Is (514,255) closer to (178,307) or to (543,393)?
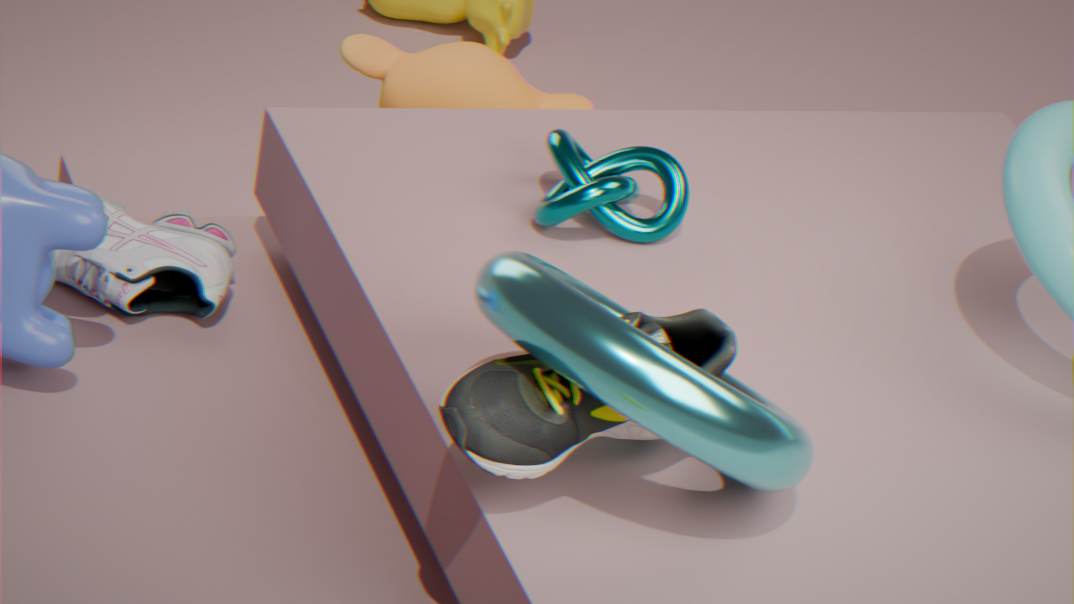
(543,393)
